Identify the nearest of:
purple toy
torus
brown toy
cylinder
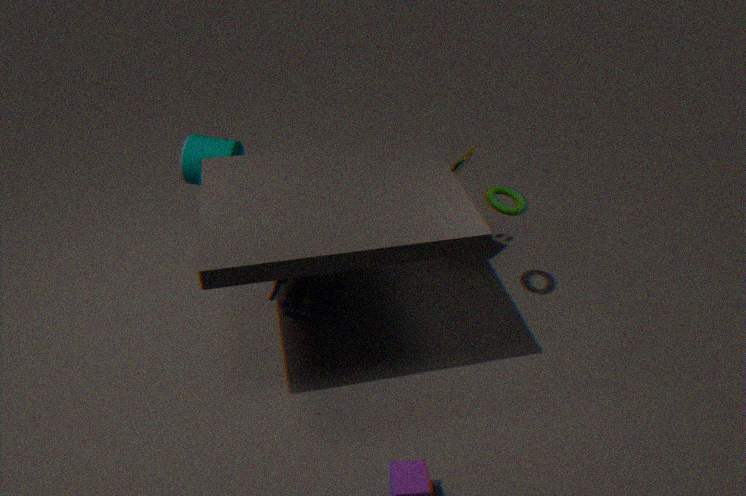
torus
